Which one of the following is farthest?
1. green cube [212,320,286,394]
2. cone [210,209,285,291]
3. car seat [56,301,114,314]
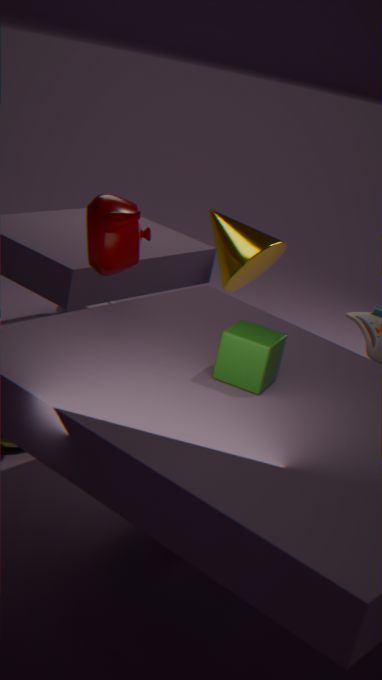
car seat [56,301,114,314]
